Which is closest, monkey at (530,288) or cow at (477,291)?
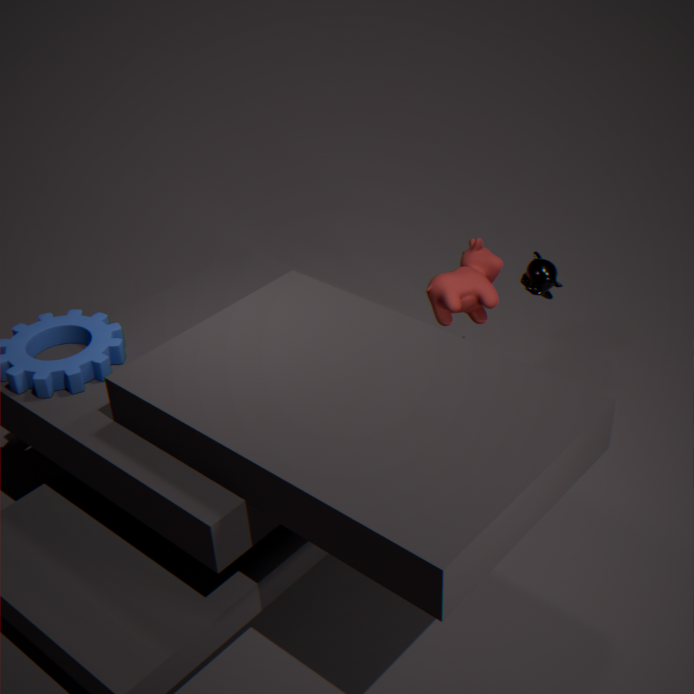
monkey at (530,288)
